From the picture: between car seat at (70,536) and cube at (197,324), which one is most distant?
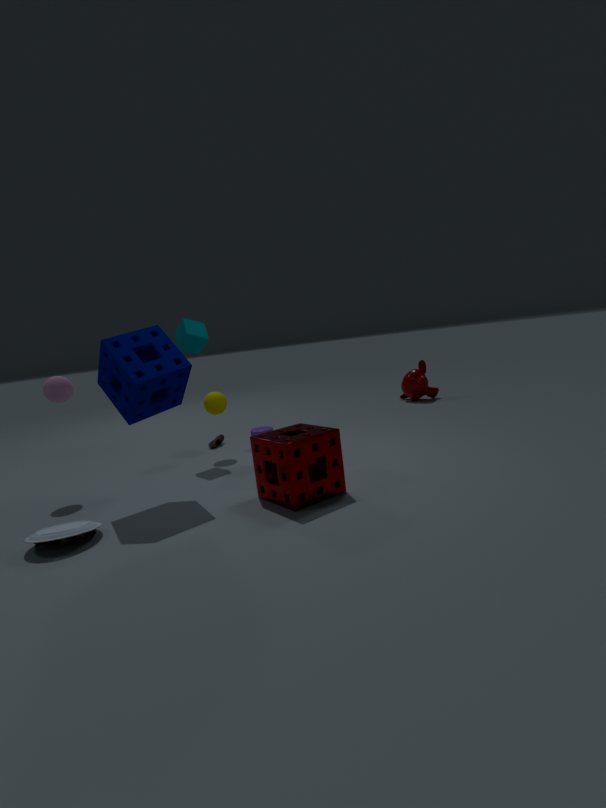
cube at (197,324)
